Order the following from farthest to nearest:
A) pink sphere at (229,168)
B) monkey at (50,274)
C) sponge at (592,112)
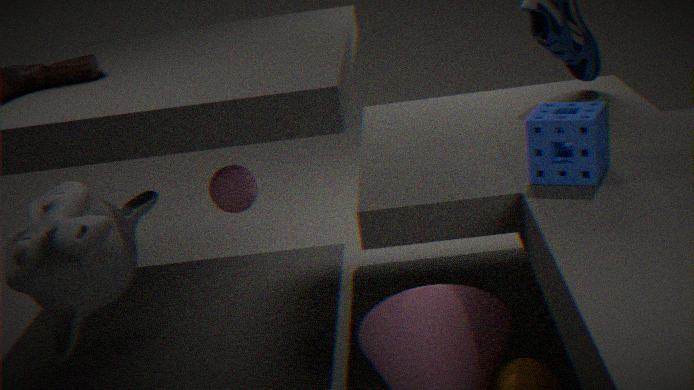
A. pink sphere at (229,168)
C. sponge at (592,112)
B. monkey at (50,274)
